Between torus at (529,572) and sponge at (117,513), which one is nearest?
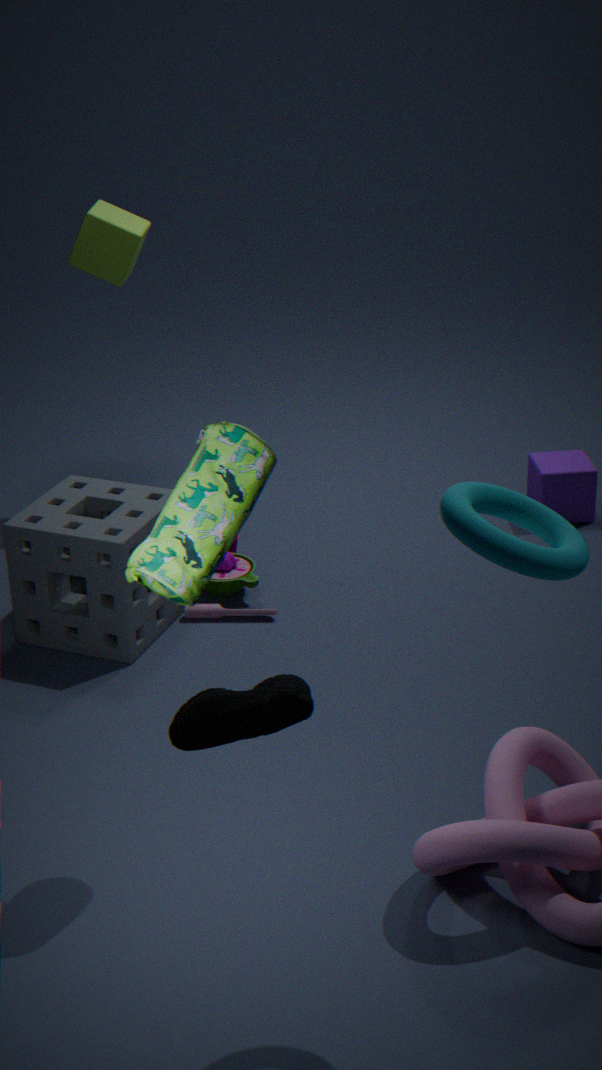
torus at (529,572)
